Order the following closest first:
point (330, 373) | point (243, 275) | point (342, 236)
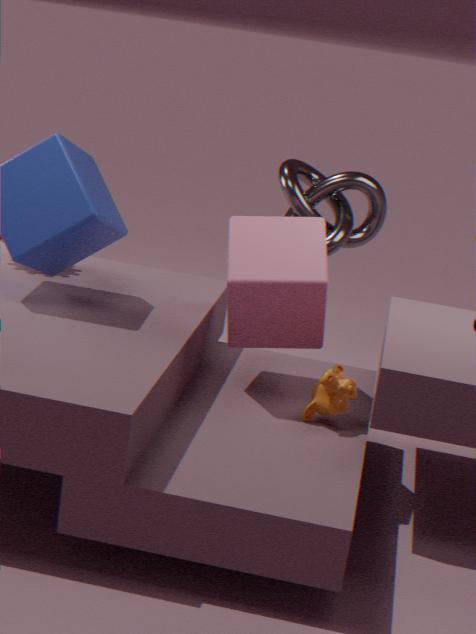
point (330, 373)
point (243, 275)
point (342, 236)
